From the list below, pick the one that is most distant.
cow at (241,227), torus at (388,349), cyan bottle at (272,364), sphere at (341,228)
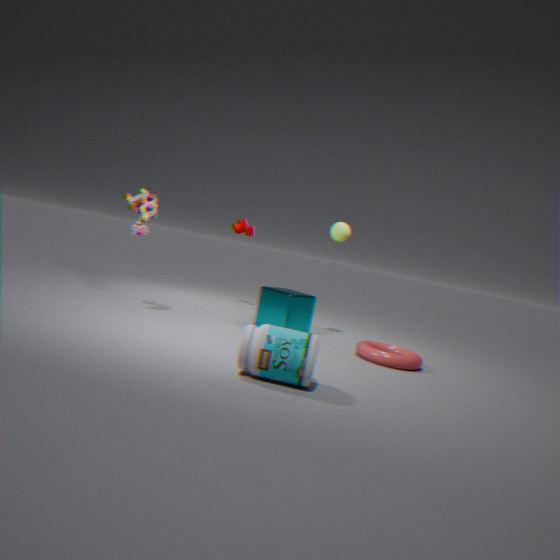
cow at (241,227)
